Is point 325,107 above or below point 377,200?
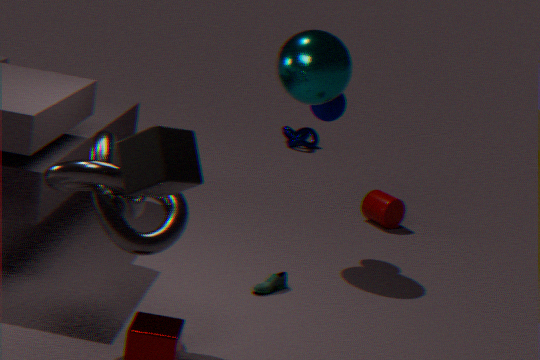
above
